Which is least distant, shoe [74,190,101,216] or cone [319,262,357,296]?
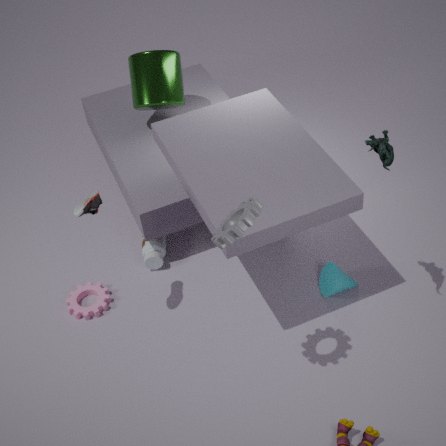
shoe [74,190,101,216]
